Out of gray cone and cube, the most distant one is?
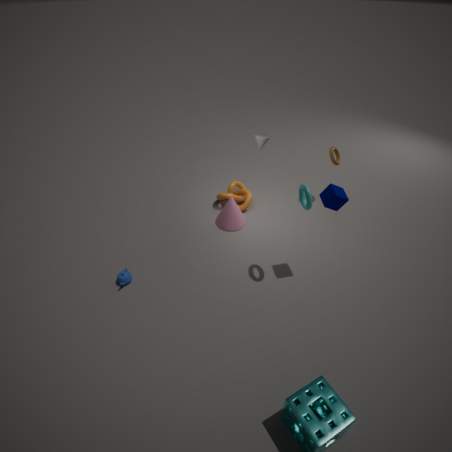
gray cone
